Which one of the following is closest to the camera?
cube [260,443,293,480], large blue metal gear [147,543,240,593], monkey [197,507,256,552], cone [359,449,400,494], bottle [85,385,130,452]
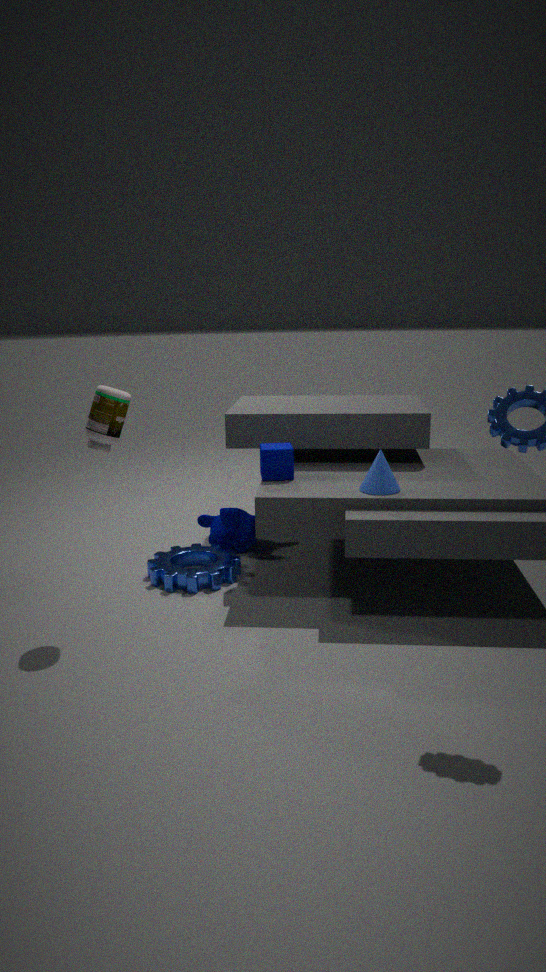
bottle [85,385,130,452]
